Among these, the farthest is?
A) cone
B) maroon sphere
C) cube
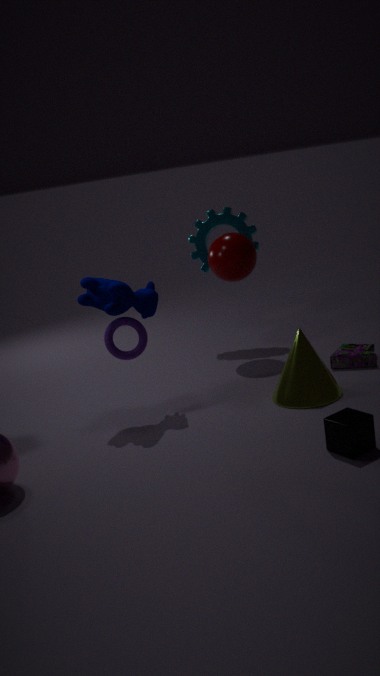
maroon sphere
